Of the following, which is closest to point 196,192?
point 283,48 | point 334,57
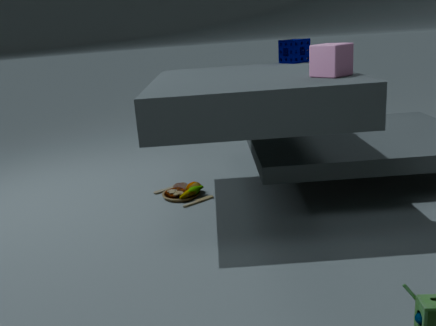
point 283,48
